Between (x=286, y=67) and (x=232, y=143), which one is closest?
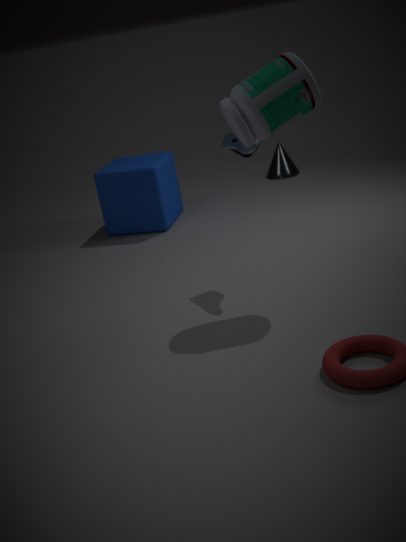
(x=286, y=67)
